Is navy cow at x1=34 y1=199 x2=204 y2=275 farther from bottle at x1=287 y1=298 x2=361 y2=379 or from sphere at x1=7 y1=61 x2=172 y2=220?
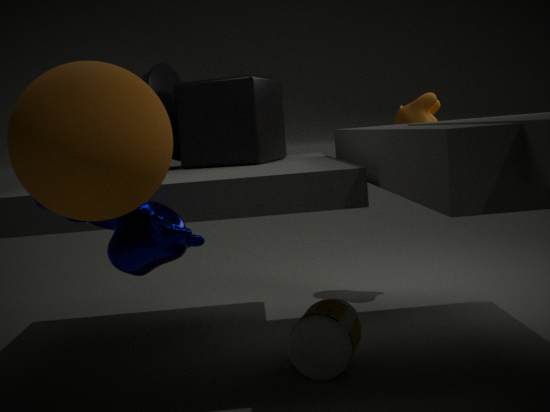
bottle at x1=287 y1=298 x2=361 y2=379
